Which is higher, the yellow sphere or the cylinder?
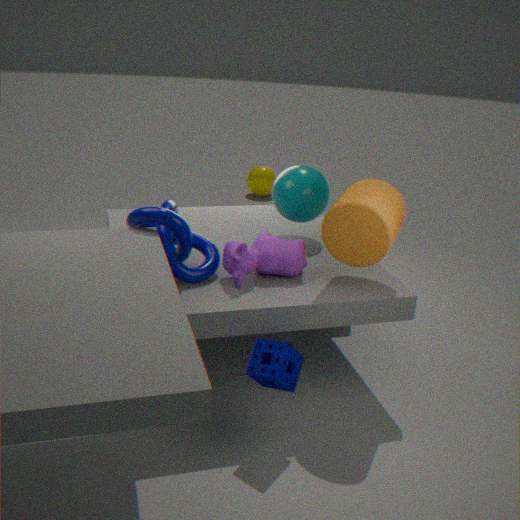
the cylinder
